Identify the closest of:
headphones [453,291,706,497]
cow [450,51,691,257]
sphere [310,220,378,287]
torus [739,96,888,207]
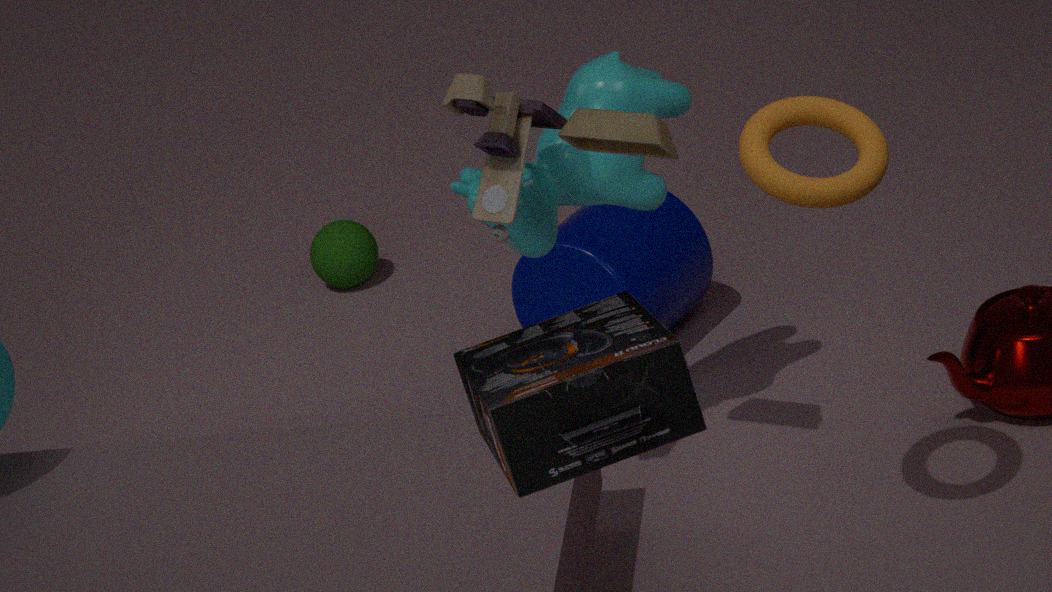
headphones [453,291,706,497]
